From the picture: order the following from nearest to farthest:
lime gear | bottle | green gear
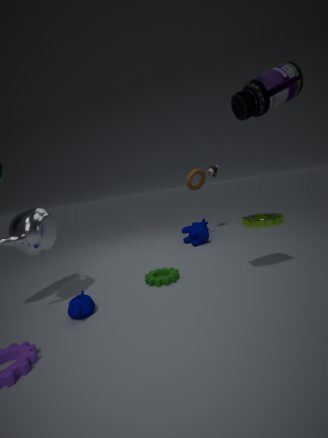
bottle → green gear → lime gear
